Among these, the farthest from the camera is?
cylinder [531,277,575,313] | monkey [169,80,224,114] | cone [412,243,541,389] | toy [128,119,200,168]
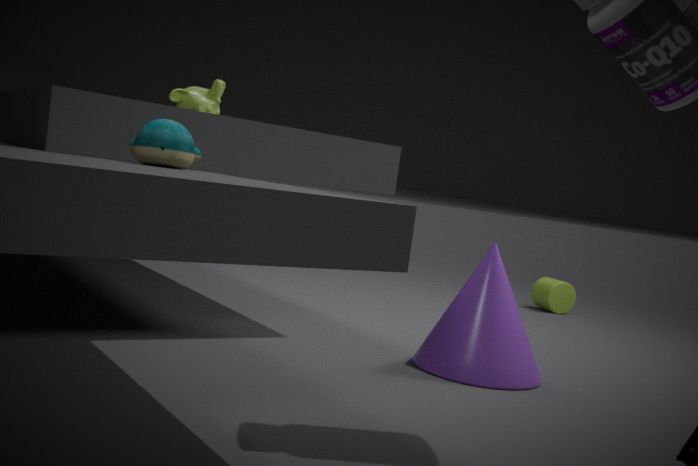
cylinder [531,277,575,313]
